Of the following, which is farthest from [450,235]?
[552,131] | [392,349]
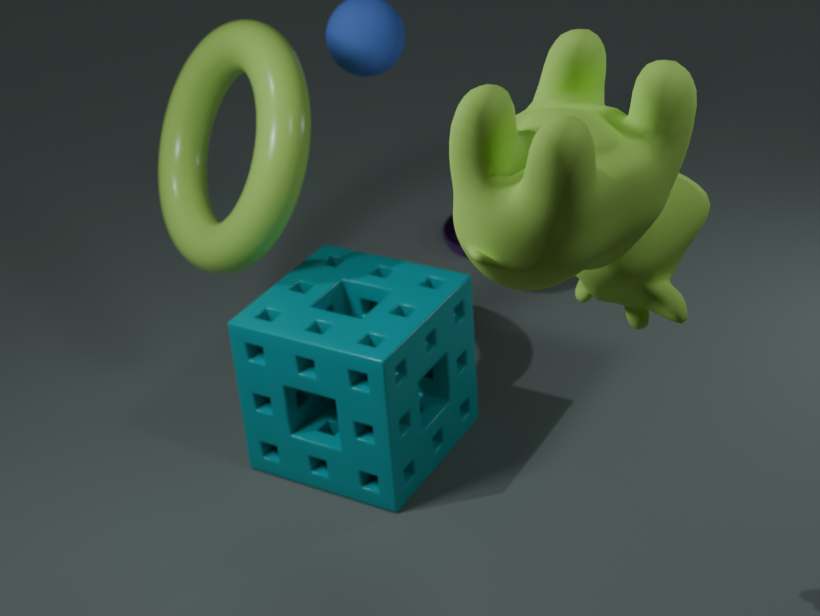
[552,131]
